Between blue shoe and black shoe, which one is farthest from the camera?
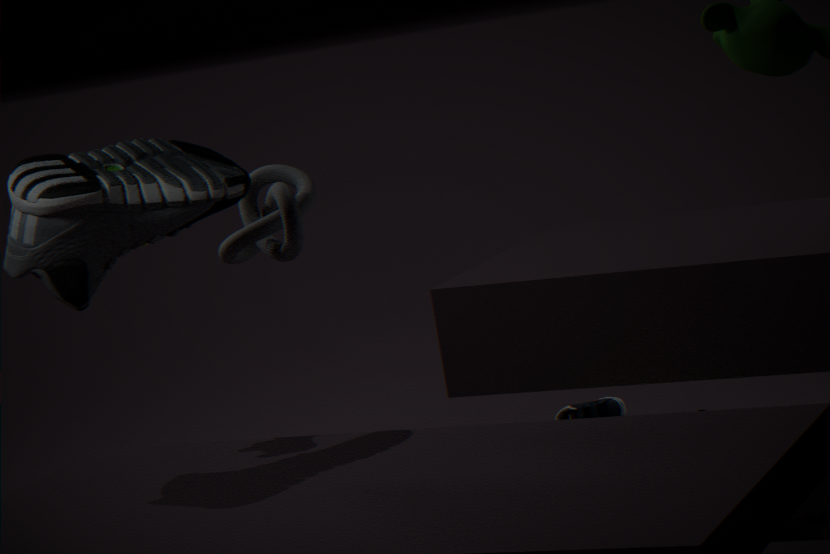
blue shoe
